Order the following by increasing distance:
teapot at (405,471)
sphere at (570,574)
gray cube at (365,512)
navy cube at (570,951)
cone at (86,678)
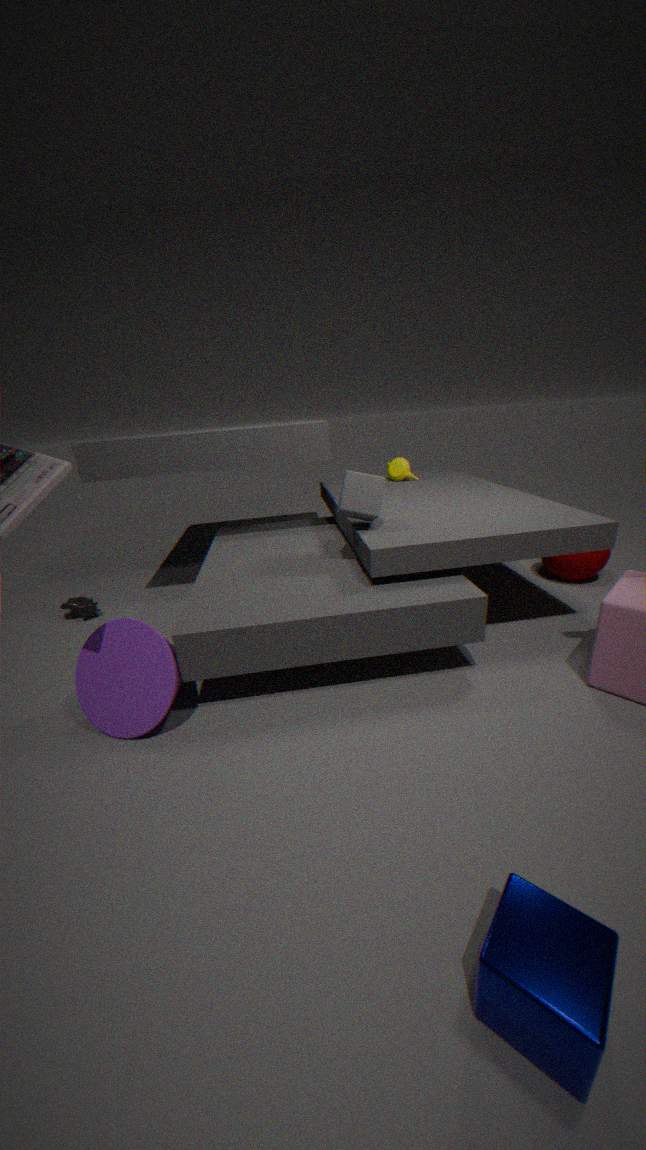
navy cube at (570,951), cone at (86,678), gray cube at (365,512), sphere at (570,574), teapot at (405,471)
